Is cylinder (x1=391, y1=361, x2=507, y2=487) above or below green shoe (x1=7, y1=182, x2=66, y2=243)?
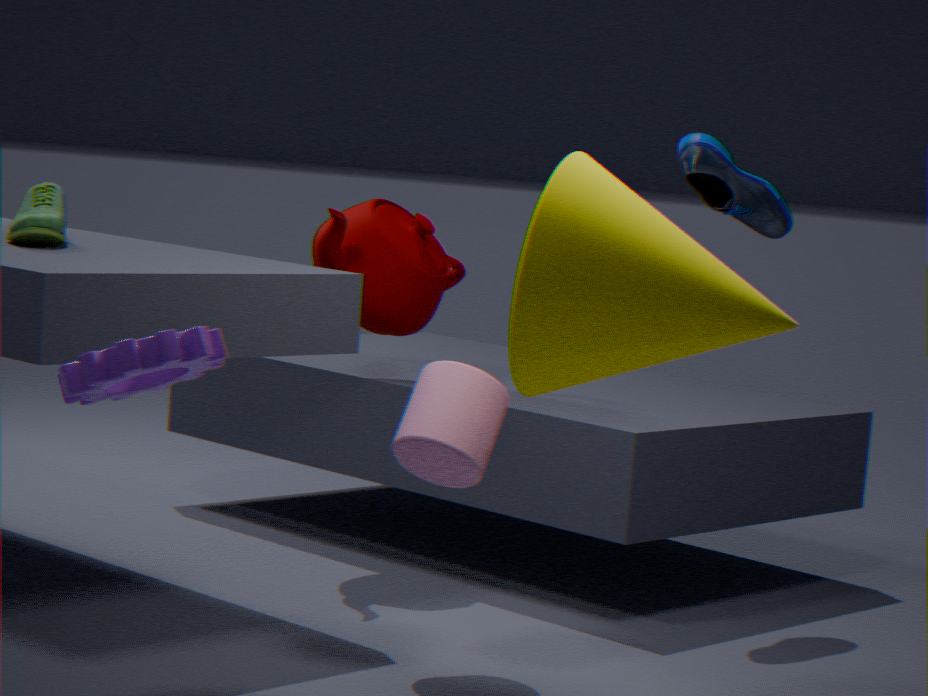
below
